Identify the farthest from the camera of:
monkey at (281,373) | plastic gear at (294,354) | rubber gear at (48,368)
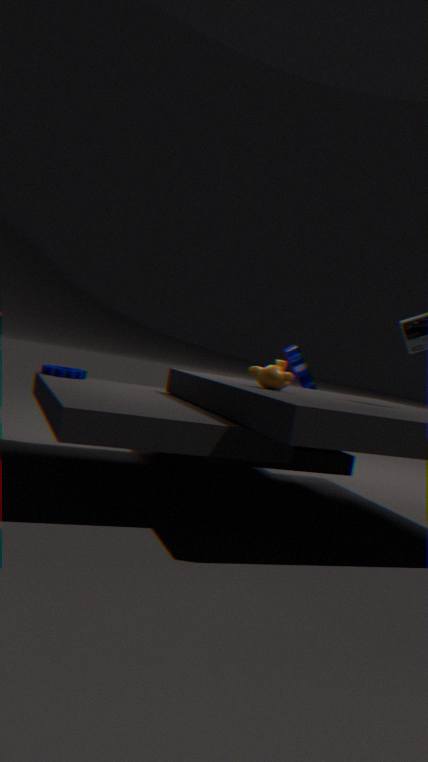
plastic gear at (294,354)
